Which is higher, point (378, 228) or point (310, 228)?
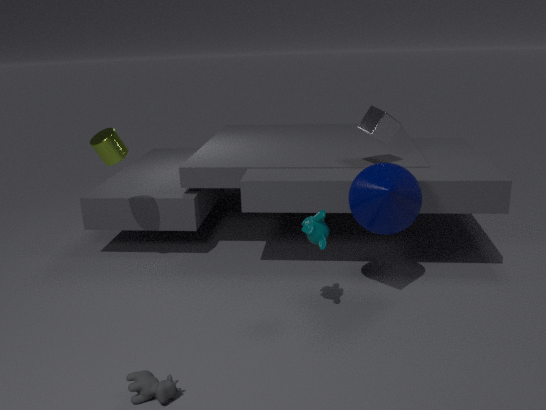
point (378, 228)
